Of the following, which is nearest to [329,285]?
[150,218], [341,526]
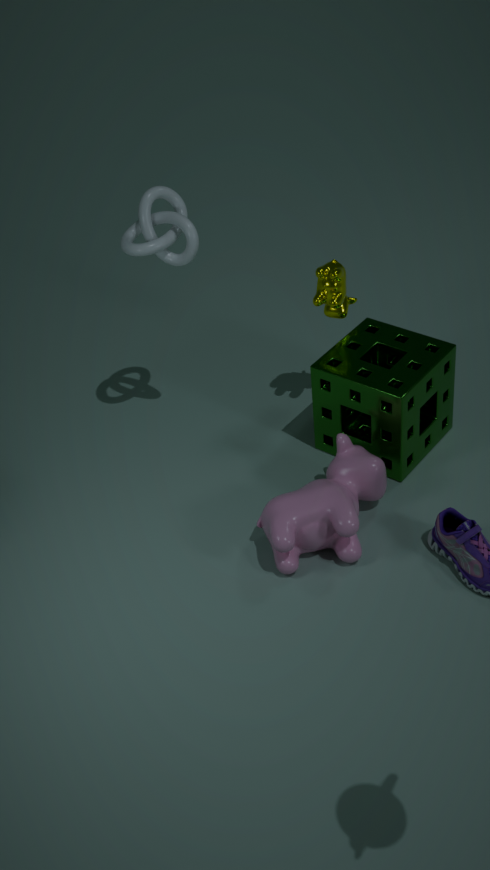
[150,218]
